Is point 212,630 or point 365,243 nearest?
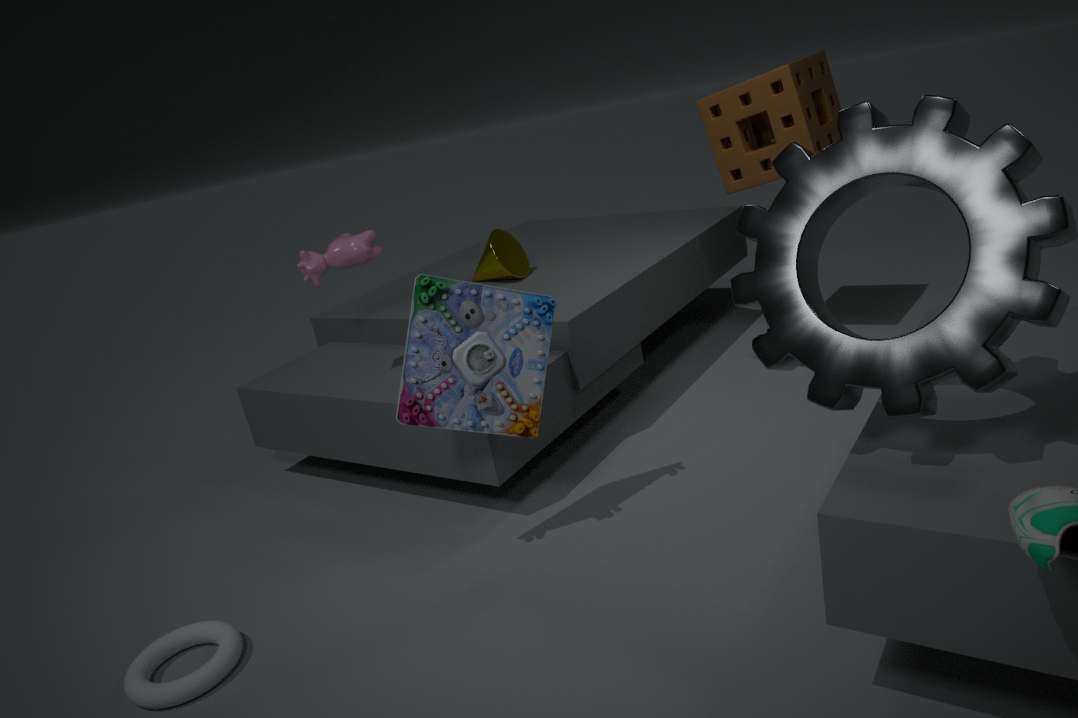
point 212,630
